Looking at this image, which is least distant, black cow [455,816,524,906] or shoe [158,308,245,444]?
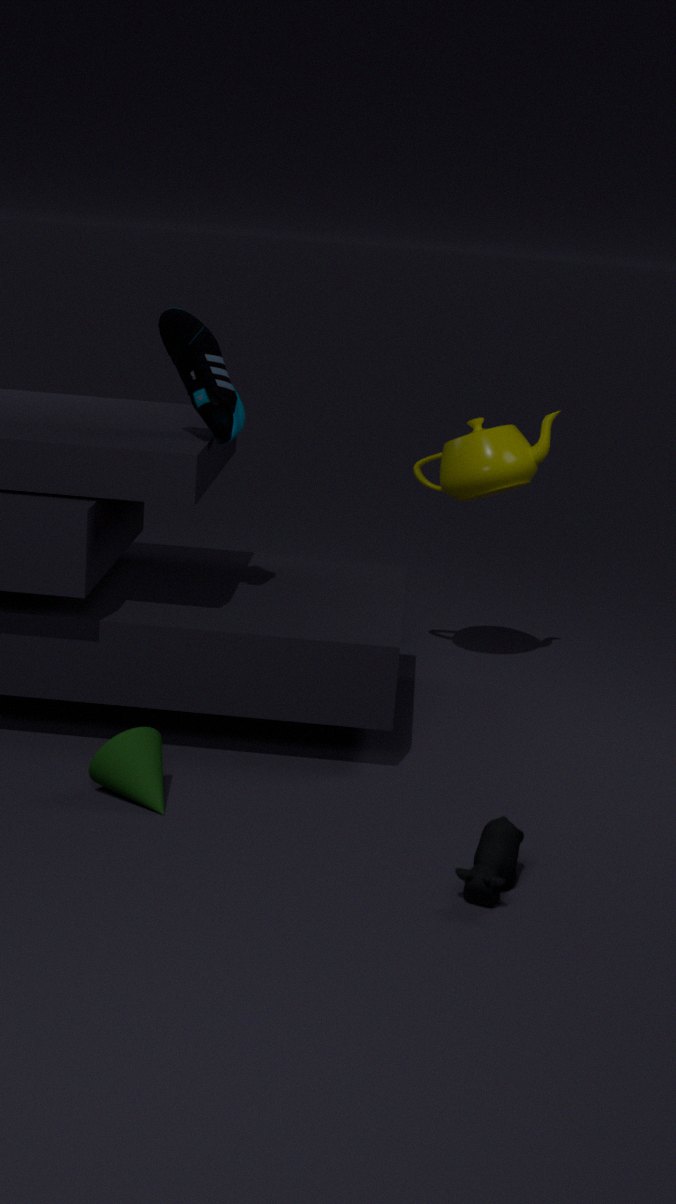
black cow [455,816,524,906]
